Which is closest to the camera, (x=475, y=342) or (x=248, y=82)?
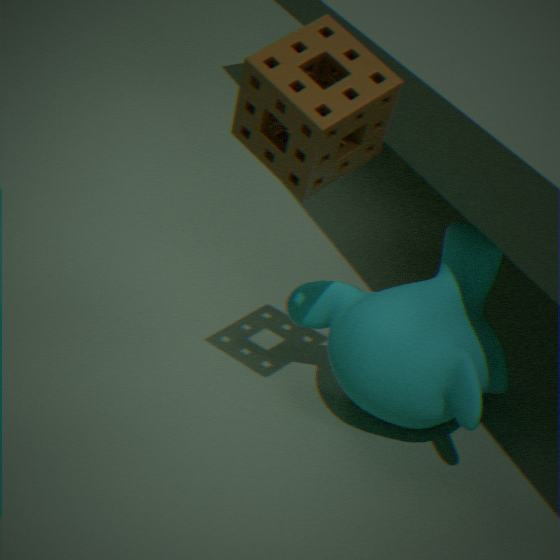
(x=248, y=82)
